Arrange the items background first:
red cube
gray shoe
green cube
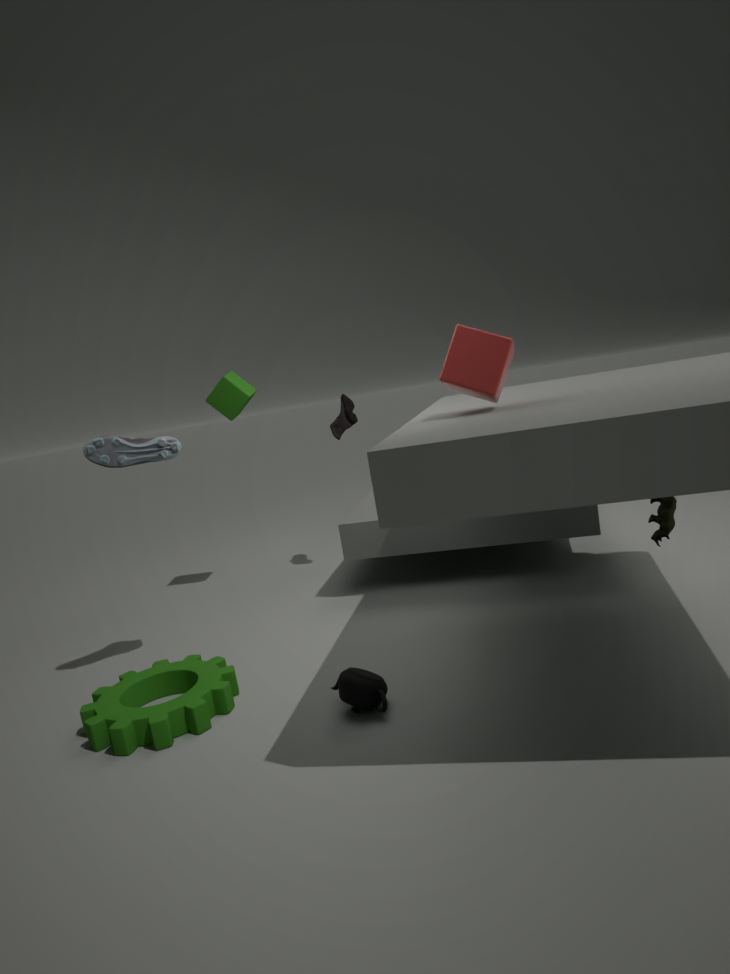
1. green cube
2. gray shoe
3. red cube
